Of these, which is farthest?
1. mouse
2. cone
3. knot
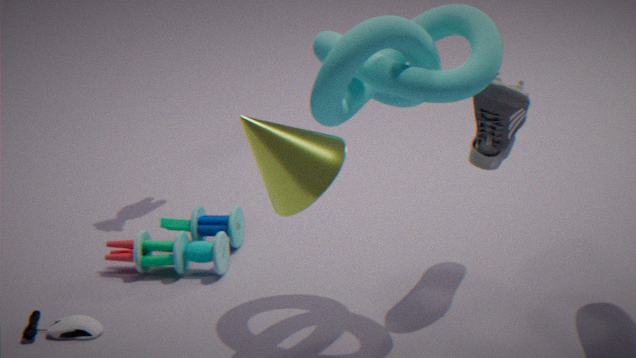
mouse
